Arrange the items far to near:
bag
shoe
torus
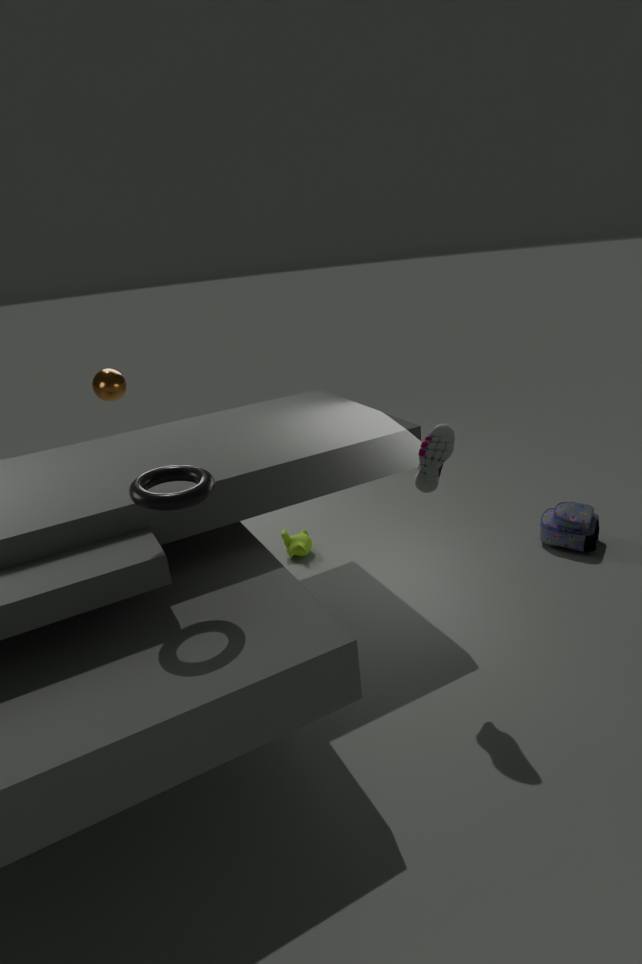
bag, shoe, torus
